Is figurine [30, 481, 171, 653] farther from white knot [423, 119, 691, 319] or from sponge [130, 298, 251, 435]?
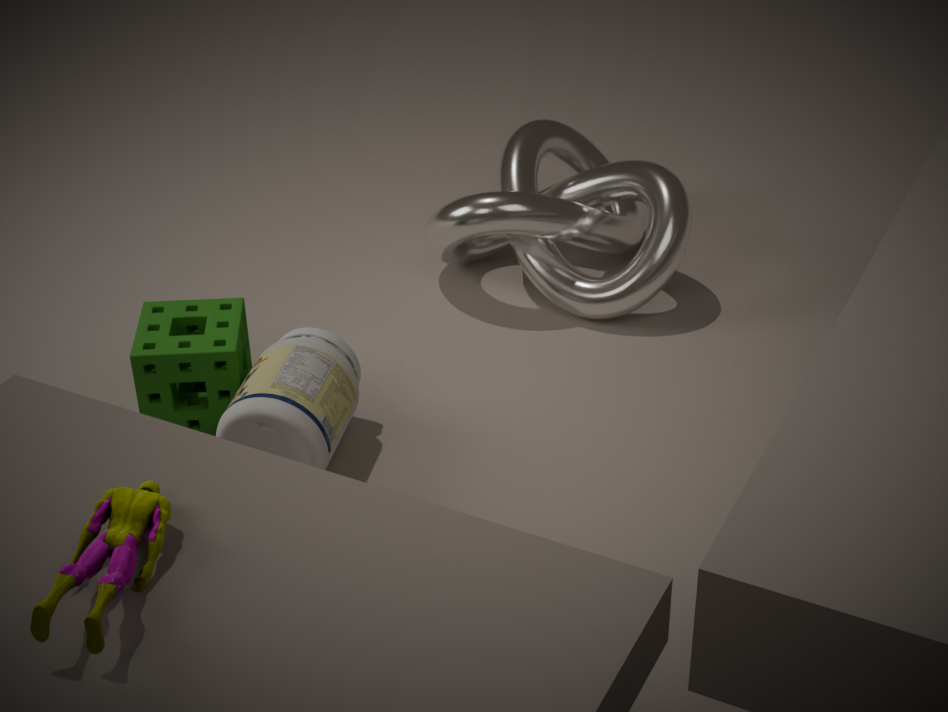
white knot [423, 119, 691, 319]
